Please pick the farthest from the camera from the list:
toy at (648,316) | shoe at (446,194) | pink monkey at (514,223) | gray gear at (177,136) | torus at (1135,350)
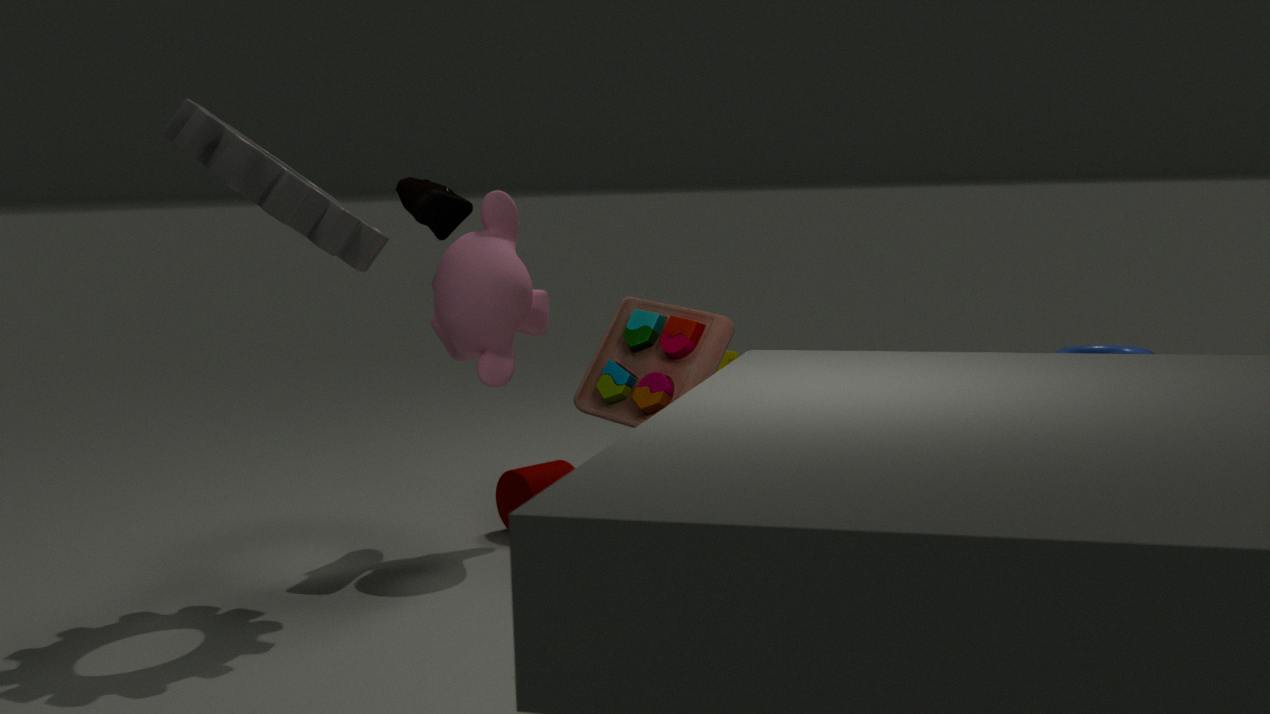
torus at (1135,350)
